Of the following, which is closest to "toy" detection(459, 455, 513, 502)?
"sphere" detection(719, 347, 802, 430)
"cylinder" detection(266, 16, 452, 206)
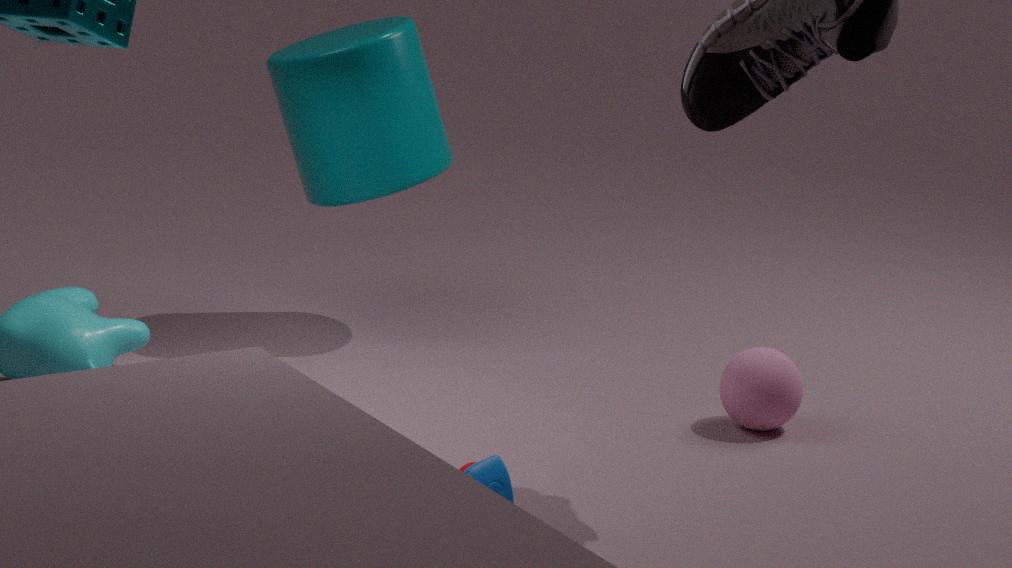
"sphere" detection(719, 347, 802, 430)
